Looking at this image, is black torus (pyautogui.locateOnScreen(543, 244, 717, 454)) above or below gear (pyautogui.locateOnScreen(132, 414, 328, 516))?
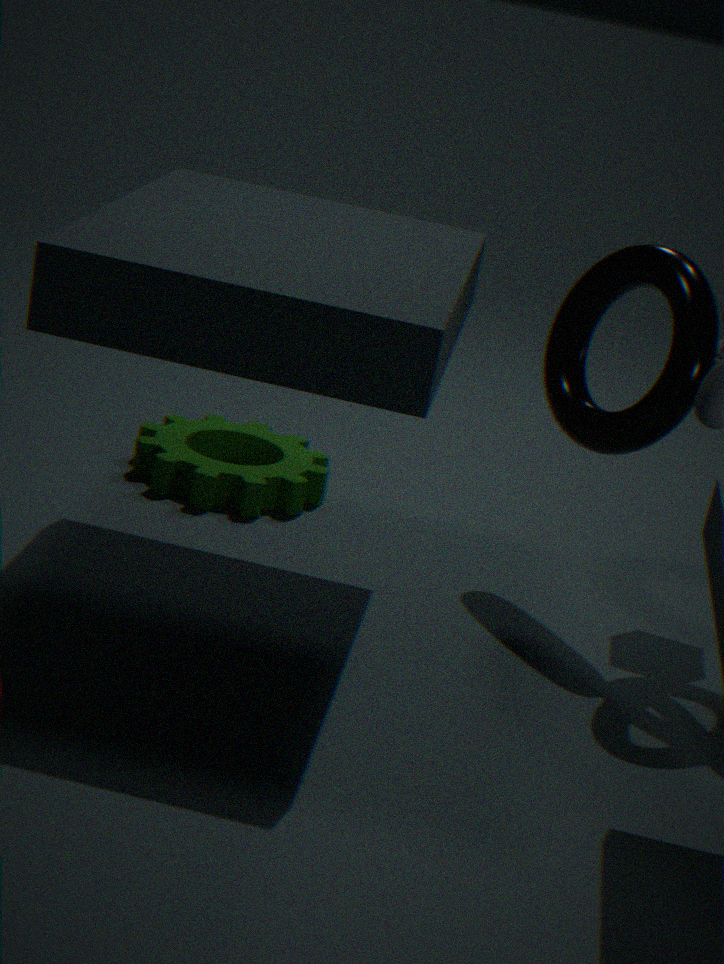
above
